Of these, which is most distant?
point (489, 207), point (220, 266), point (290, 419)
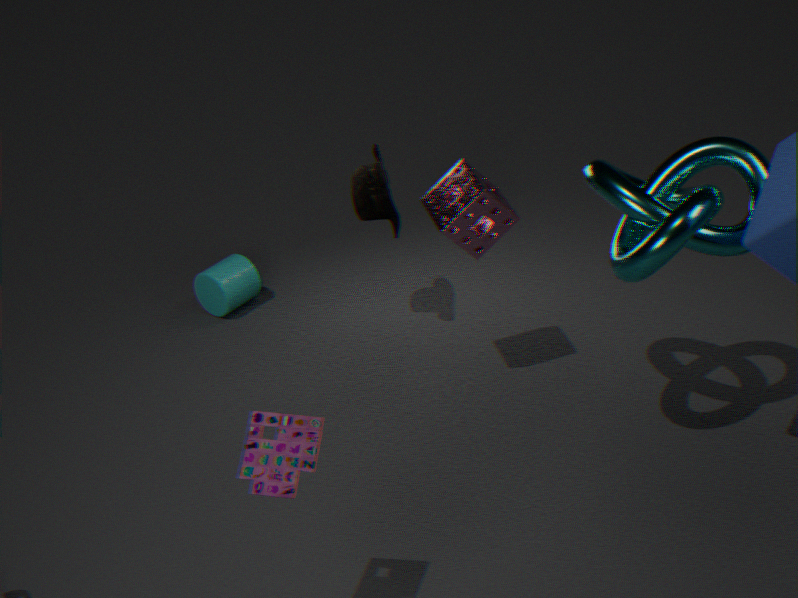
point (220, 266)
